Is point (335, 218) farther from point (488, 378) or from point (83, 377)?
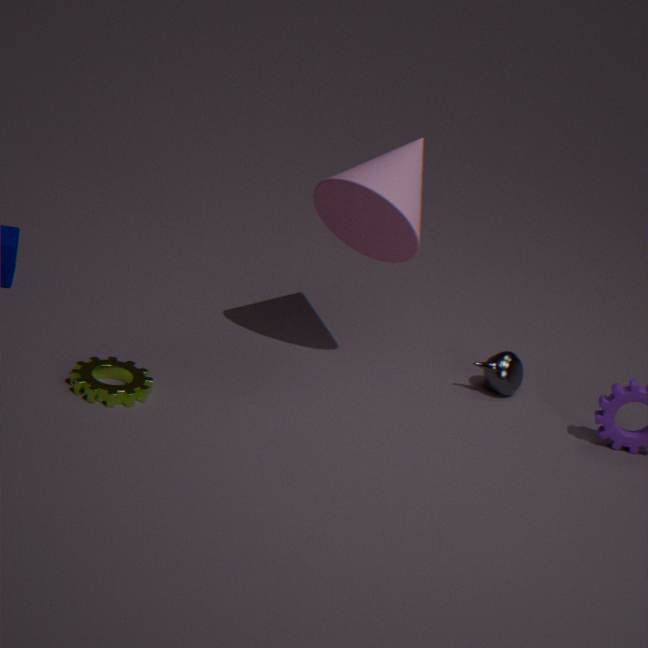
point (83, 377)
